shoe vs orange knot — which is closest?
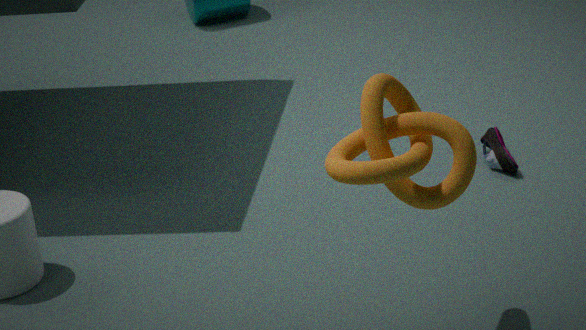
orange knot
